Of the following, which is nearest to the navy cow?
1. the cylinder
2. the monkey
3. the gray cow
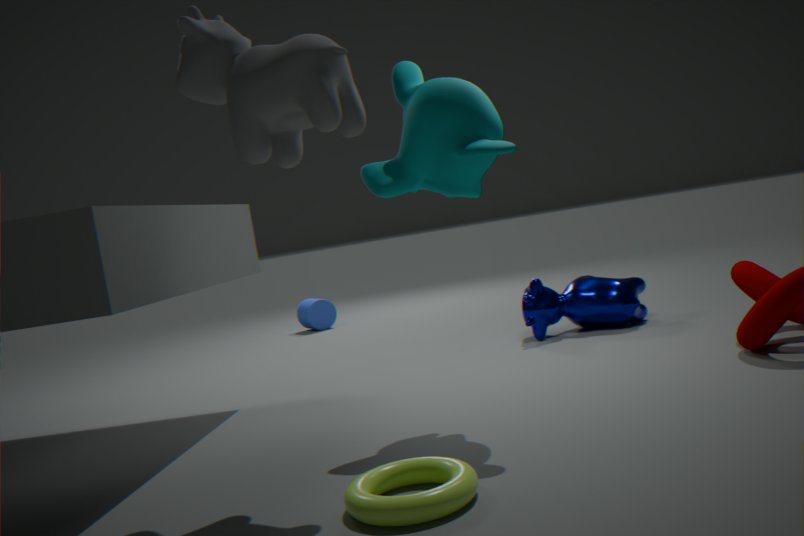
the monkey
